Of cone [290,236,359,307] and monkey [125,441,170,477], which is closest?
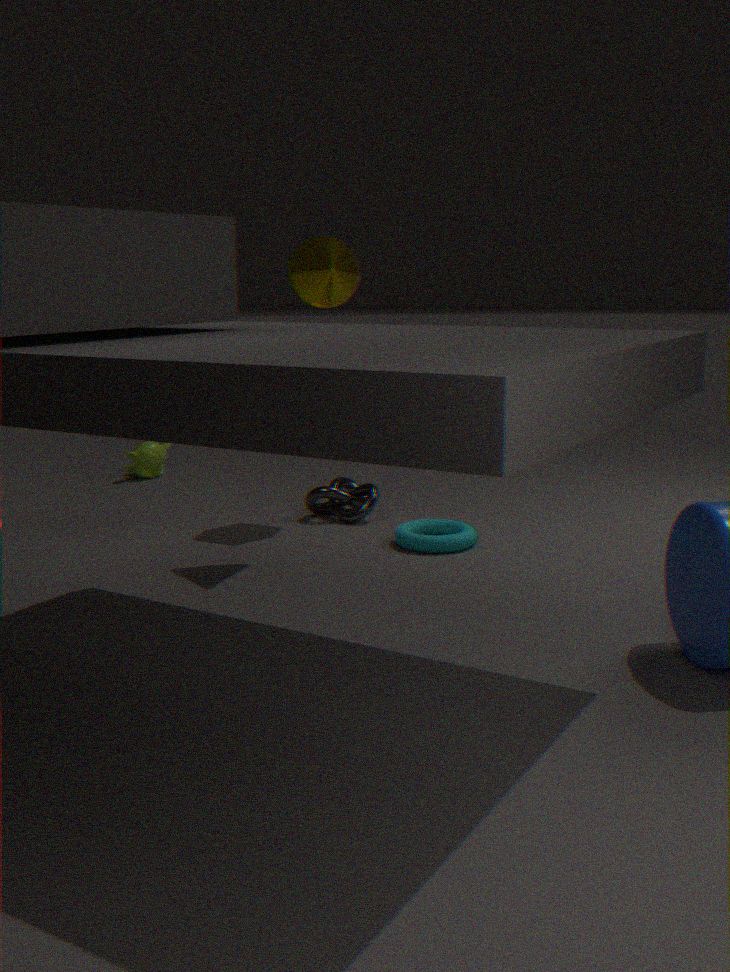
cone [290,236,359,307]
